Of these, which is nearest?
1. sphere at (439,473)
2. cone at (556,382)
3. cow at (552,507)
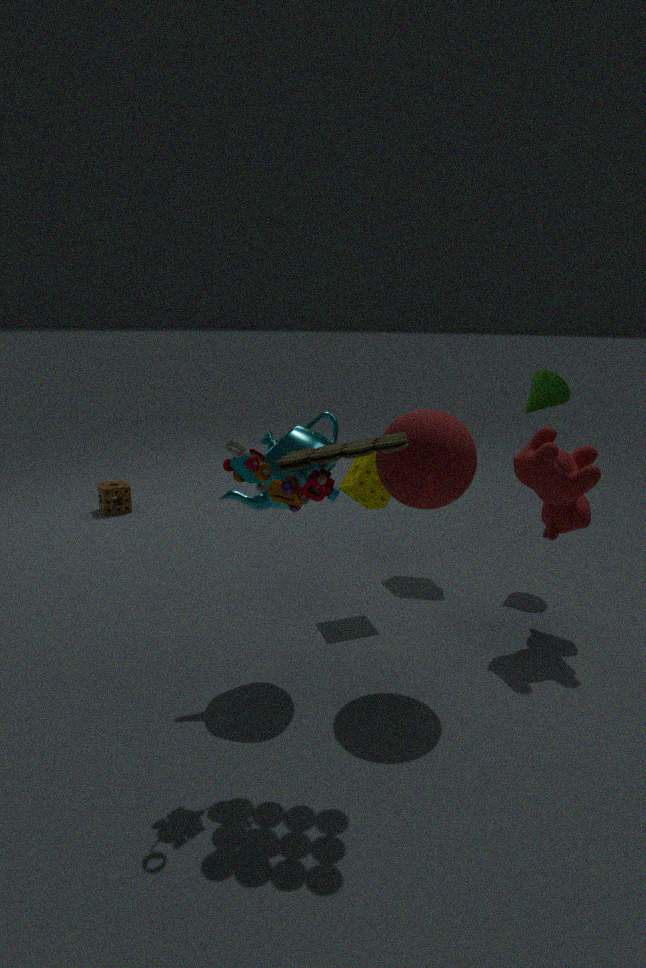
sphere at (439,473)
